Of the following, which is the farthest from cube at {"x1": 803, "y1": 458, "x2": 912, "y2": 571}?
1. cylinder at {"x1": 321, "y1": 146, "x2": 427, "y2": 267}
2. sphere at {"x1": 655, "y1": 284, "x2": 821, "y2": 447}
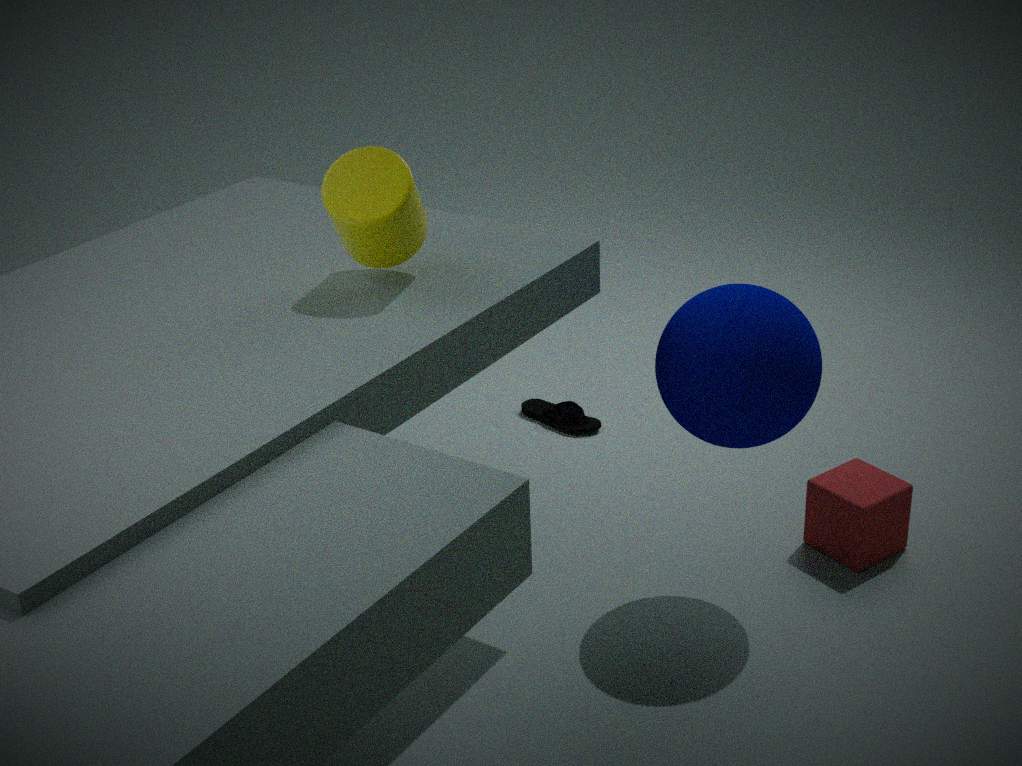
cylinder at {"x1": 321, "y1": 146, "x2": 427, "y2": 267}
